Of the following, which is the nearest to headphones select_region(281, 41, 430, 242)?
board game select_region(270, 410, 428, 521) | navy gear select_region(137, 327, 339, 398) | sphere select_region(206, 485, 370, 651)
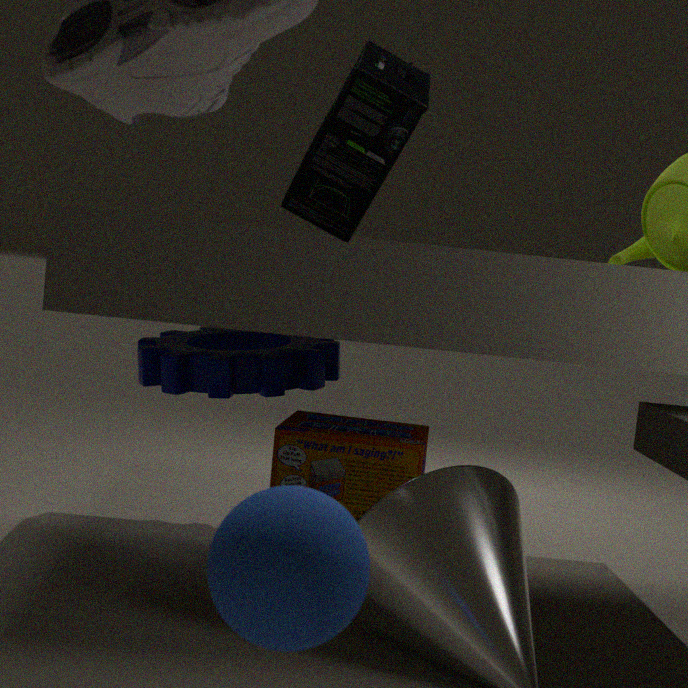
sphere select_region(206, 485, 370, 651)
